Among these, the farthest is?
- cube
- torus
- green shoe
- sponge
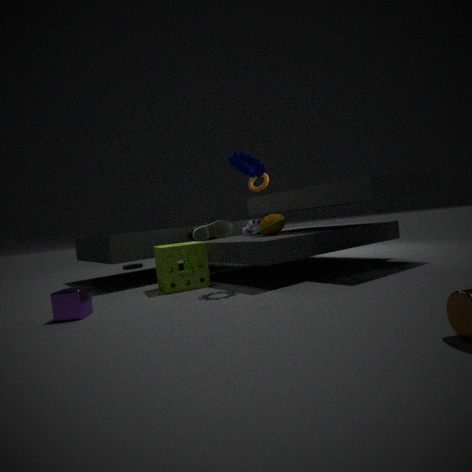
torus
